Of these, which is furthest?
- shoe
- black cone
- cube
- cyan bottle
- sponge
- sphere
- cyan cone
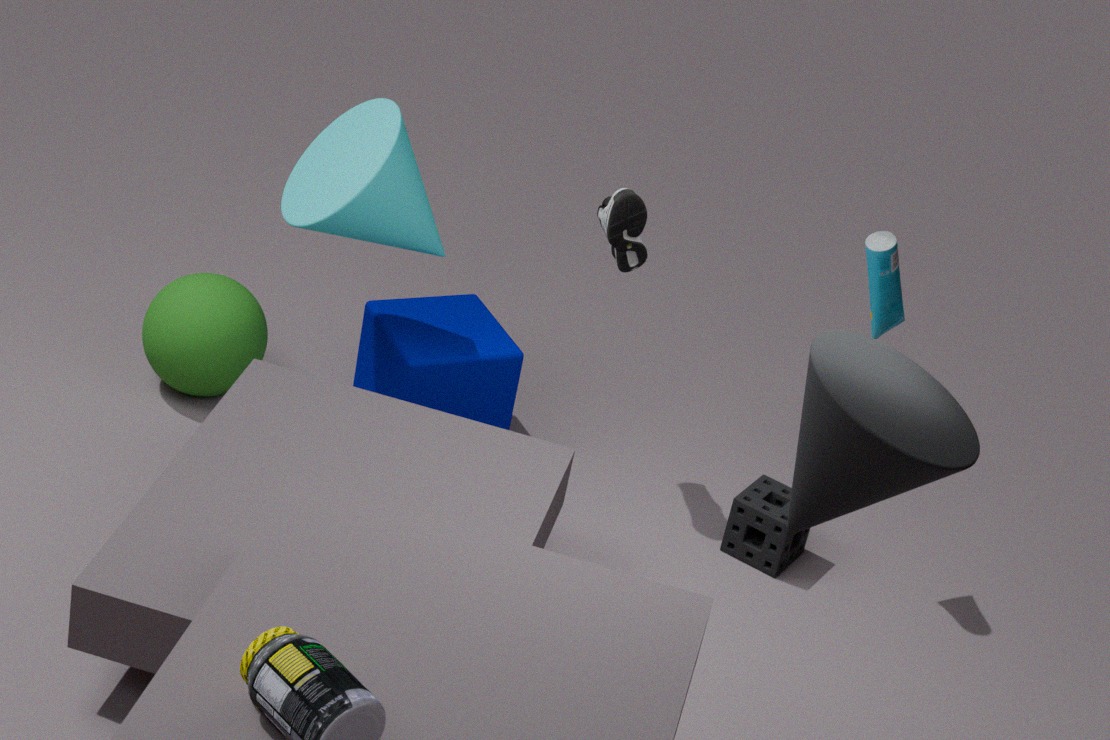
sphere
